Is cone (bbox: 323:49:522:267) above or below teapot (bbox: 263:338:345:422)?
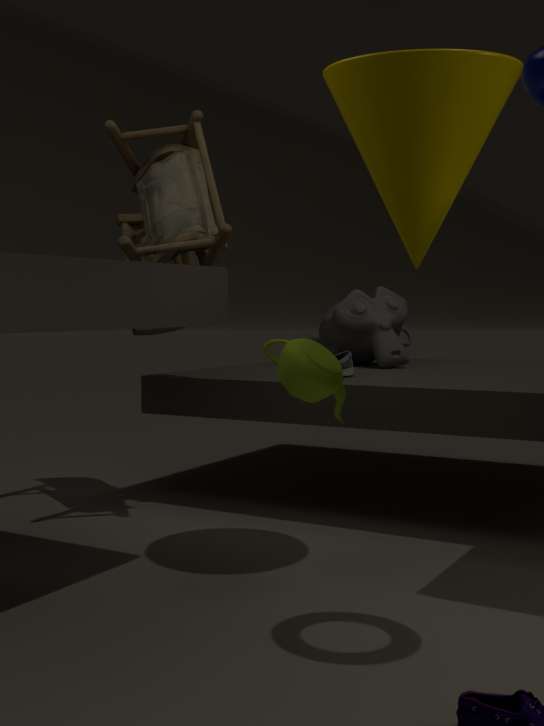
above
